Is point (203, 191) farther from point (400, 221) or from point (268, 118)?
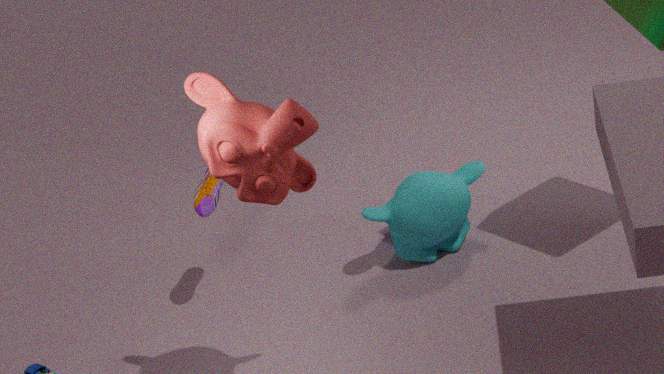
point (268, 118)
